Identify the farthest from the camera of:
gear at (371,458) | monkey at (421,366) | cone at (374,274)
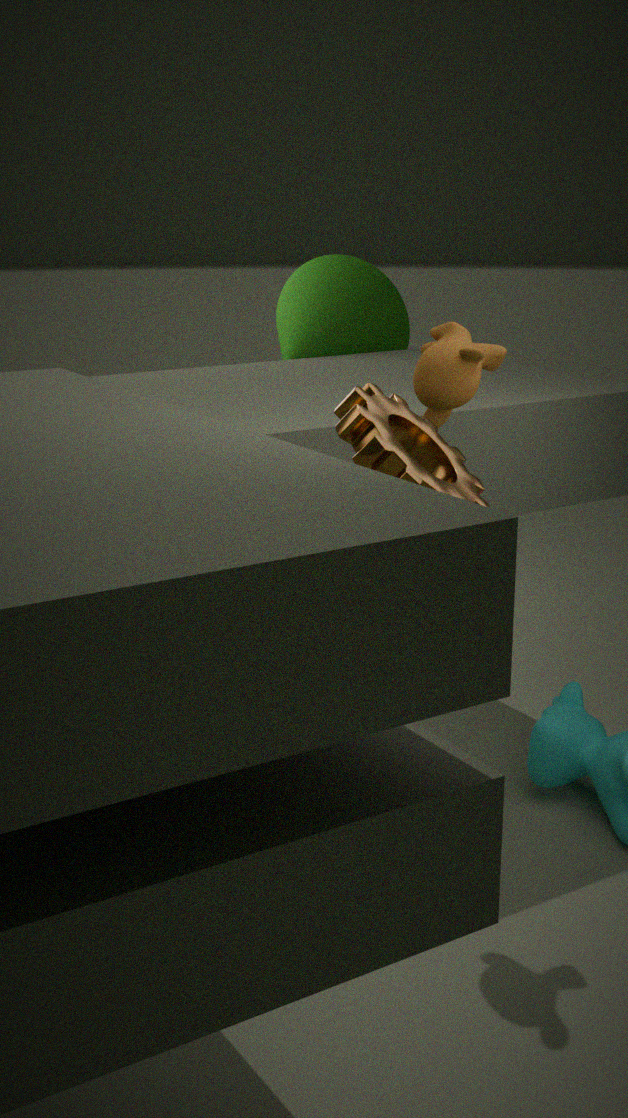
cone at (374,274)
